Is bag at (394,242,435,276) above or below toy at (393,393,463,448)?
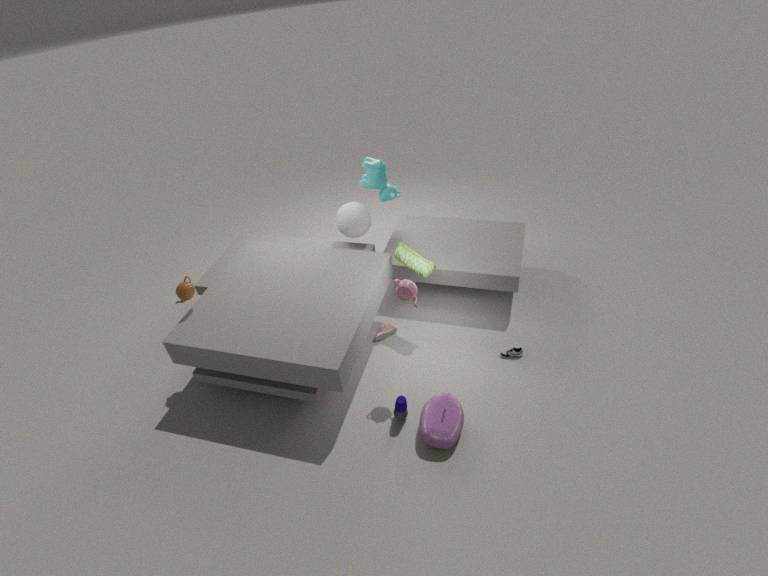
above
